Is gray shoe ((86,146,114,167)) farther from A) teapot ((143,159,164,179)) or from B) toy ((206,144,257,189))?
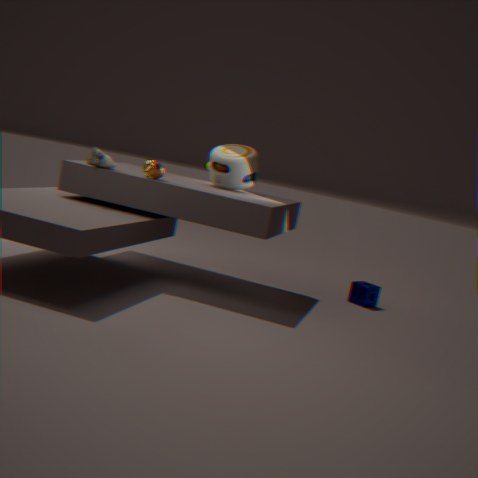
B) toy ((206,144,257,189))
